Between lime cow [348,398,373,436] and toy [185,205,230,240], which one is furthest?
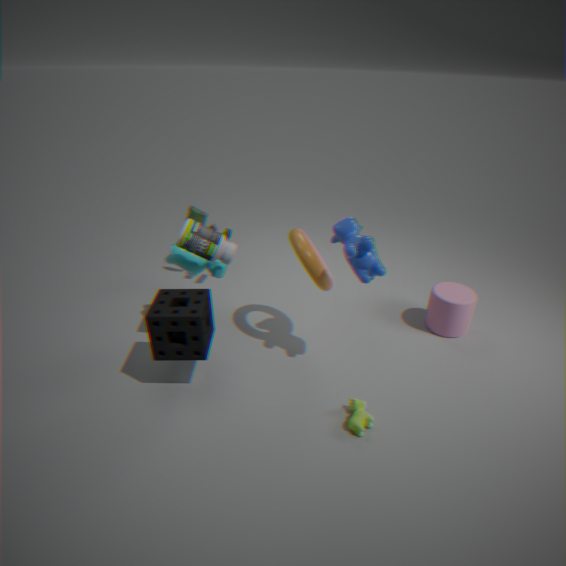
toy [185,205,230,240]
